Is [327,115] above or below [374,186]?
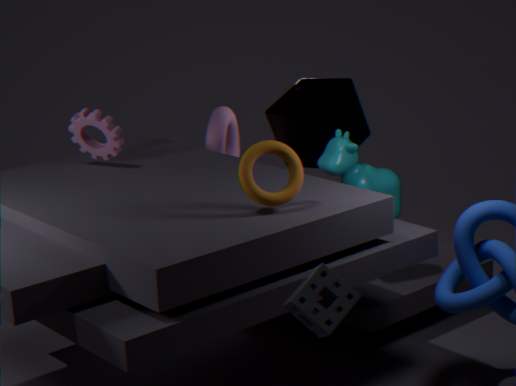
above
